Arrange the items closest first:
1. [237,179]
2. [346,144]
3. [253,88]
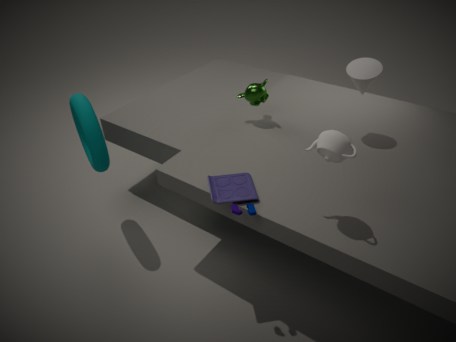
[346,144]
[237,179]
[253,88]
